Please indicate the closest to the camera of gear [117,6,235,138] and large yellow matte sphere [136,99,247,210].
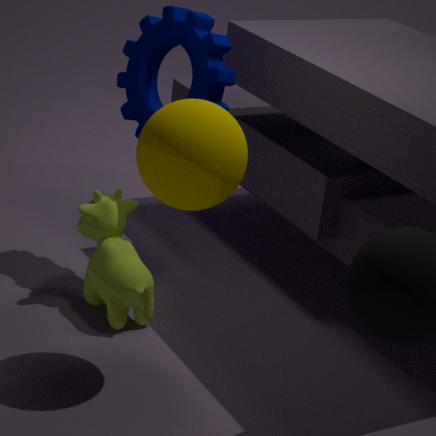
large yellow matte sphere [136,99,247,210]
